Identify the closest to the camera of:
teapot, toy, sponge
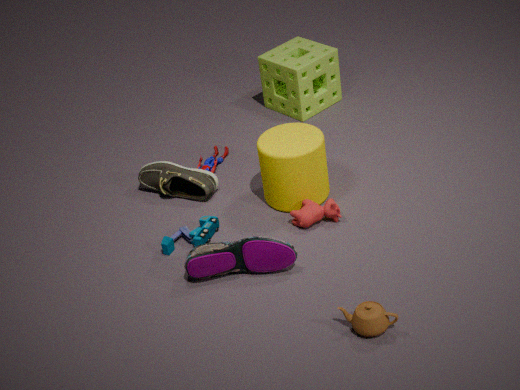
teapot
